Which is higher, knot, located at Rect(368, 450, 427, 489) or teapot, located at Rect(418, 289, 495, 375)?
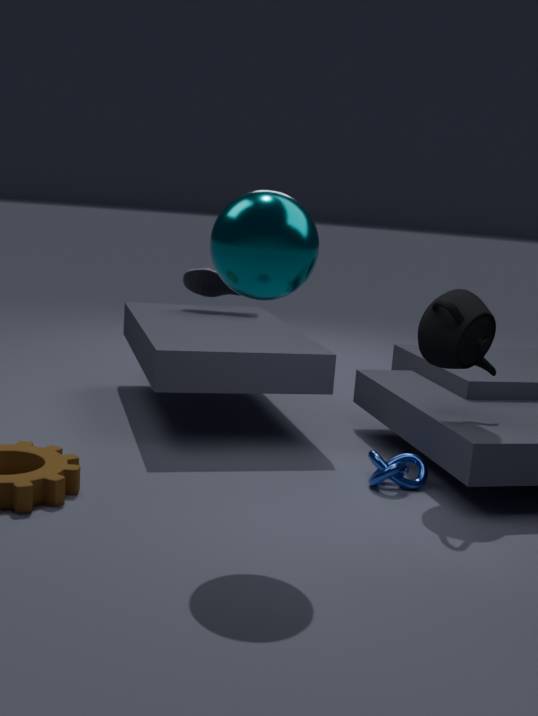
teapot, located at Rect(418, 289, 495, 375)
